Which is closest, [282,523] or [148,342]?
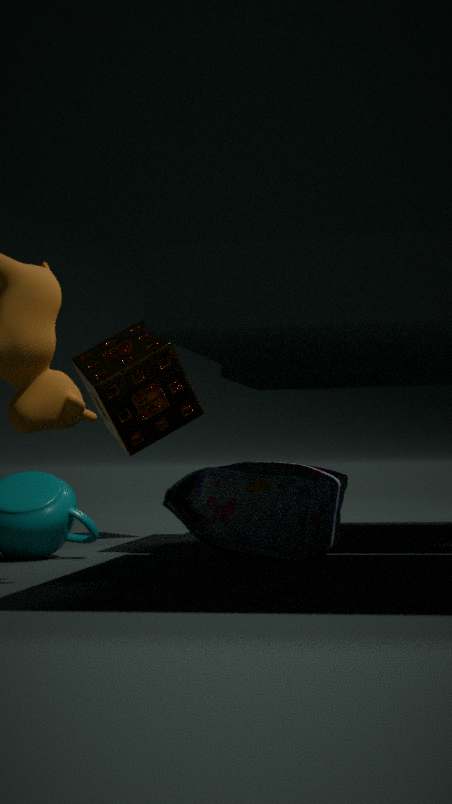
[282,523]
